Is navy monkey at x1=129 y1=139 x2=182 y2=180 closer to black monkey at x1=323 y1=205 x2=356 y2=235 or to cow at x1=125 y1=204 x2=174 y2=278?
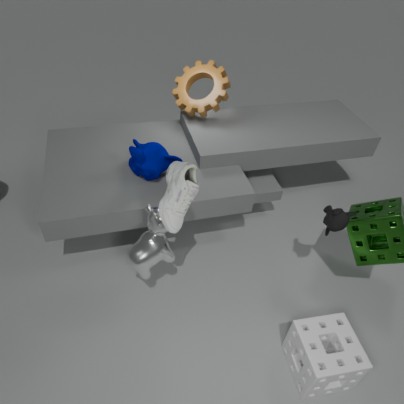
cow at x1=125 y1=204 x2=174 y2=278
